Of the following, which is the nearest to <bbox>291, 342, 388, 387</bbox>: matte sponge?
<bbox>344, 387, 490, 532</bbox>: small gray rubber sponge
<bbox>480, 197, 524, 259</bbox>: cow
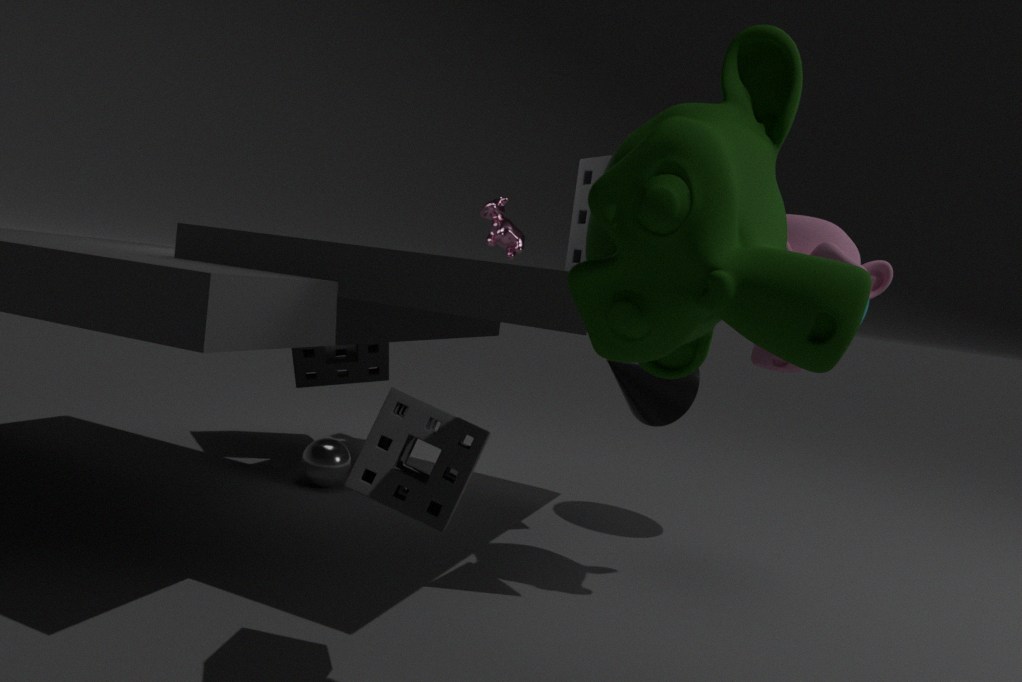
<bbox>480, 197, 524, 259</bbox>: cow
